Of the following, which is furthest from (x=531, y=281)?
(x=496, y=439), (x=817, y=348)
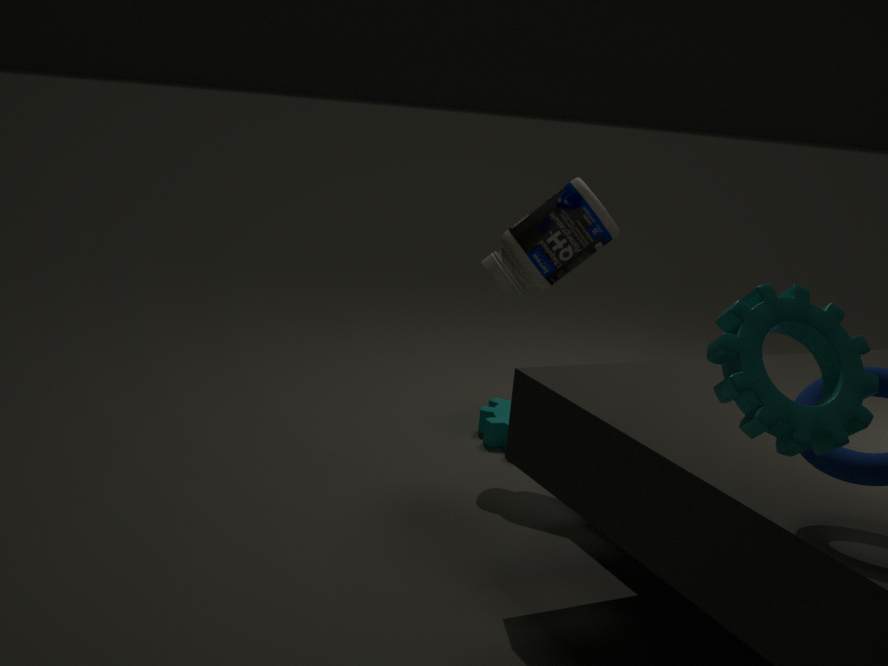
(x=817, y=348)
